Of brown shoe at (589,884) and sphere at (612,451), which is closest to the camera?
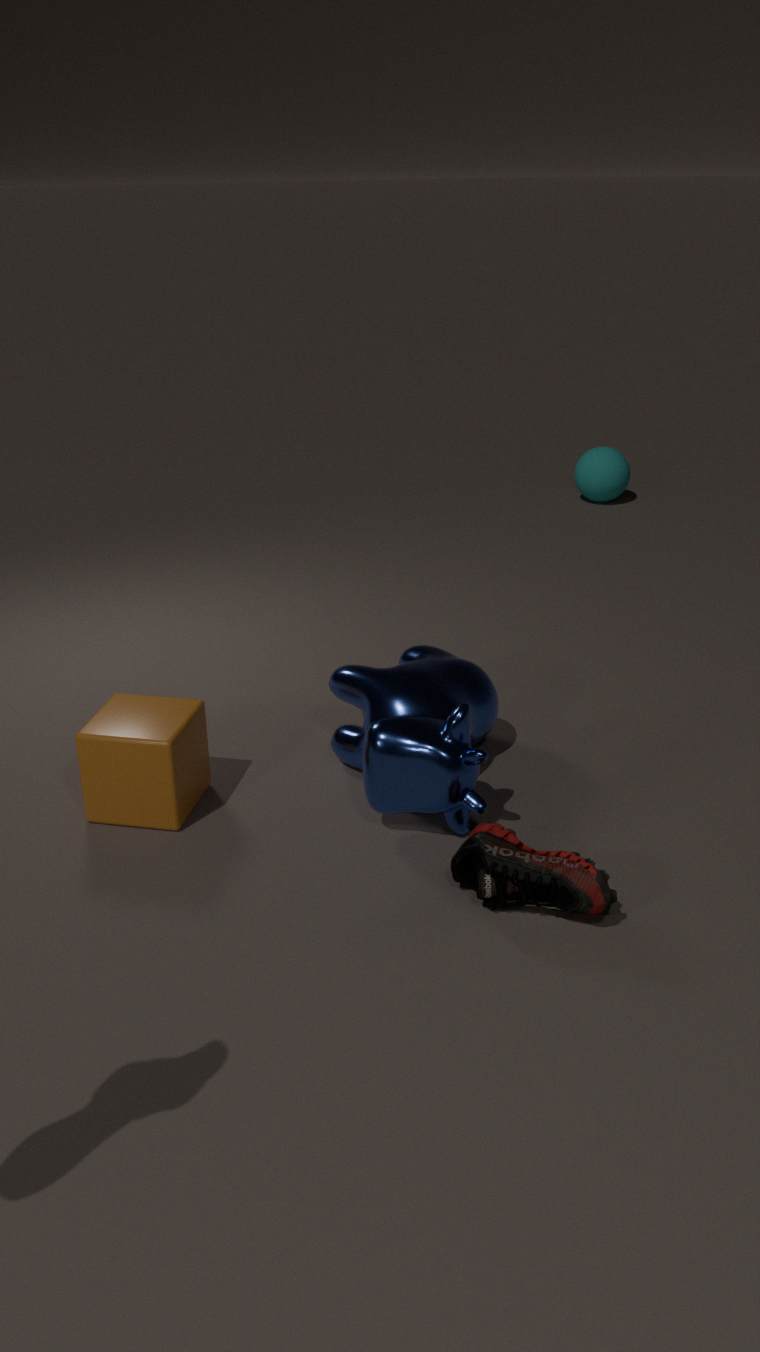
brown shoe at (589,884)
